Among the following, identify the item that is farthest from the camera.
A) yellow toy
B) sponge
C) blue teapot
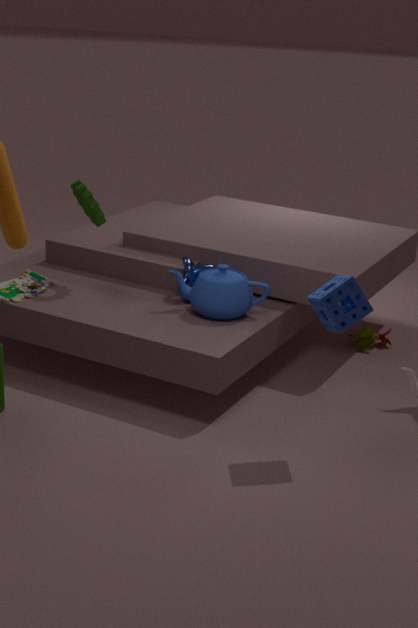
yellow toy
